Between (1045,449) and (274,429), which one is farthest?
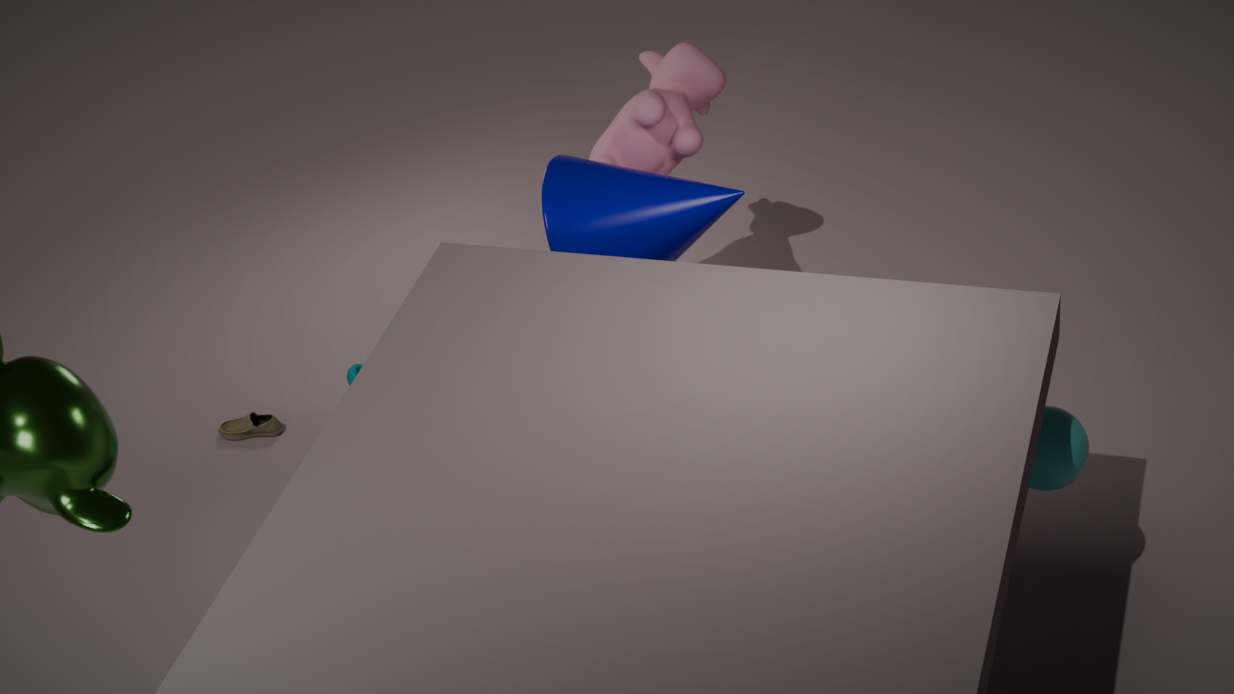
(274,429)
